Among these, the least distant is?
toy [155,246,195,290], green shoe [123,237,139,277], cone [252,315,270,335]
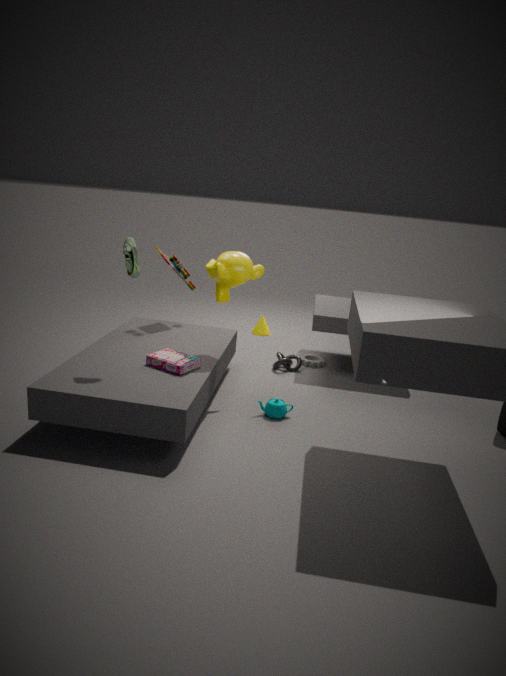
green shoe [123,237,139,277]
